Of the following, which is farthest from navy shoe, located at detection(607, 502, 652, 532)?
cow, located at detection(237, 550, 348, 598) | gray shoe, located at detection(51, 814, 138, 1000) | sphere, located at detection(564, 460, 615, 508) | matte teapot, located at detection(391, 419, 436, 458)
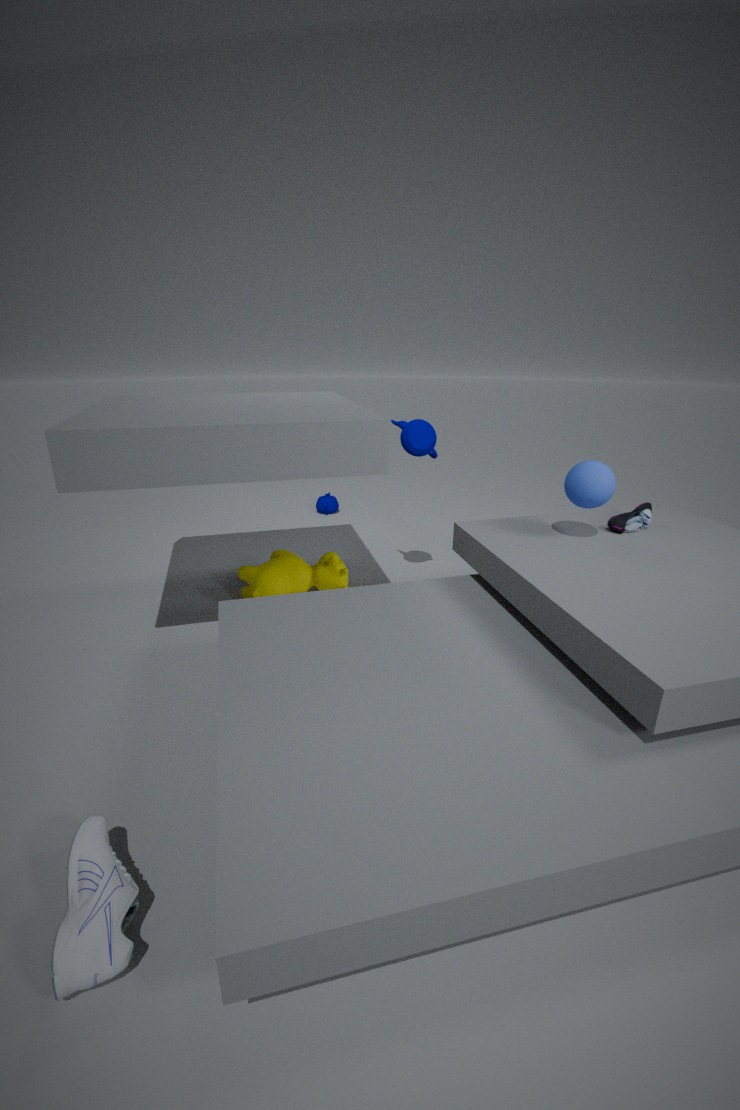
gray shoe, located at detection(51, 814, 138, 1000)
